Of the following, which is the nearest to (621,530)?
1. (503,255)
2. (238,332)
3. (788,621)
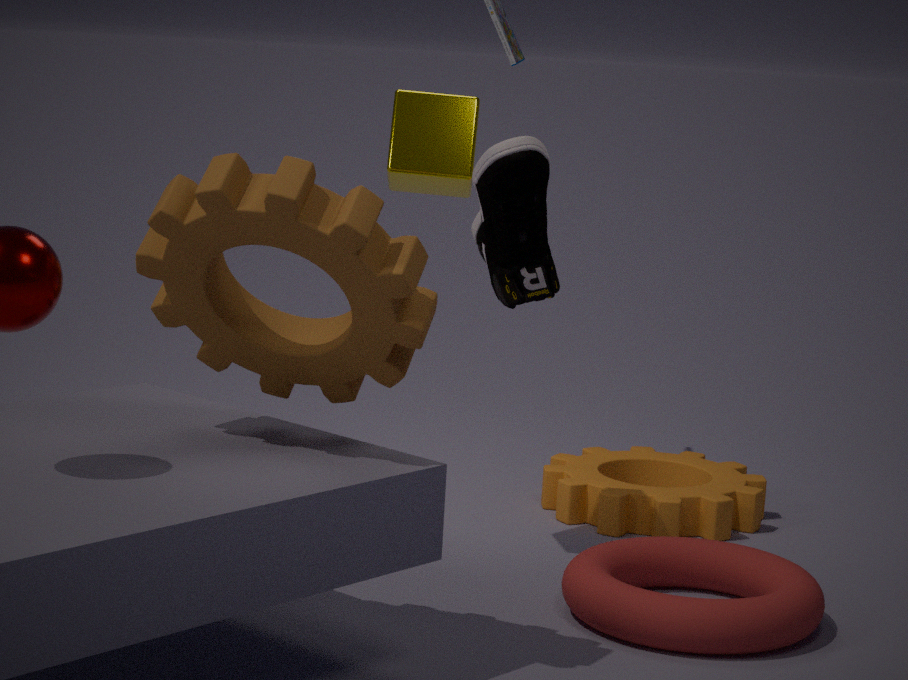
(788,621)
